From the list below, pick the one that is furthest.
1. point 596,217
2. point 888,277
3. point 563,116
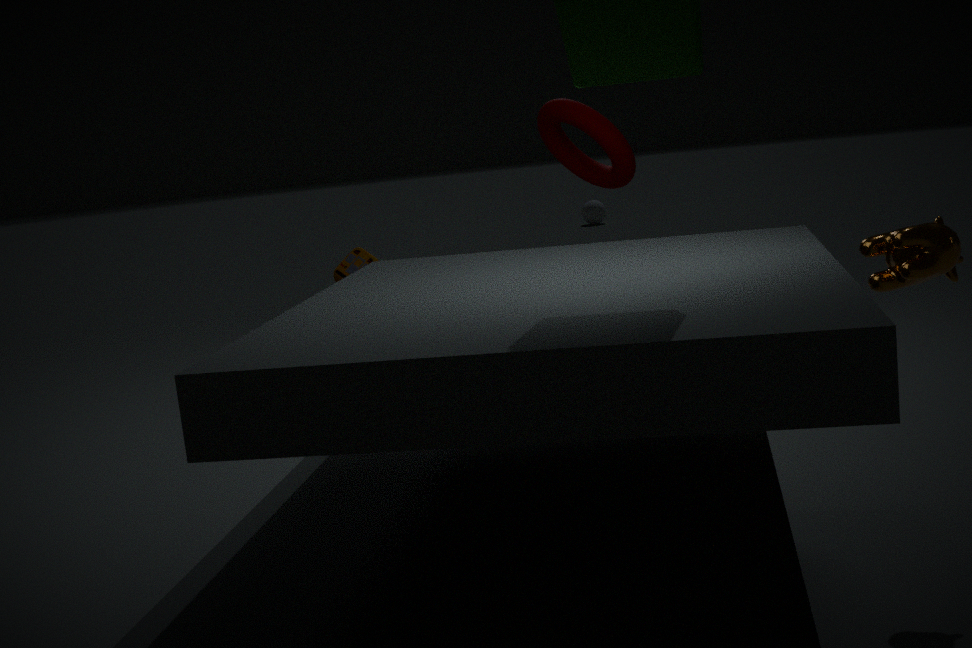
point 596,217
